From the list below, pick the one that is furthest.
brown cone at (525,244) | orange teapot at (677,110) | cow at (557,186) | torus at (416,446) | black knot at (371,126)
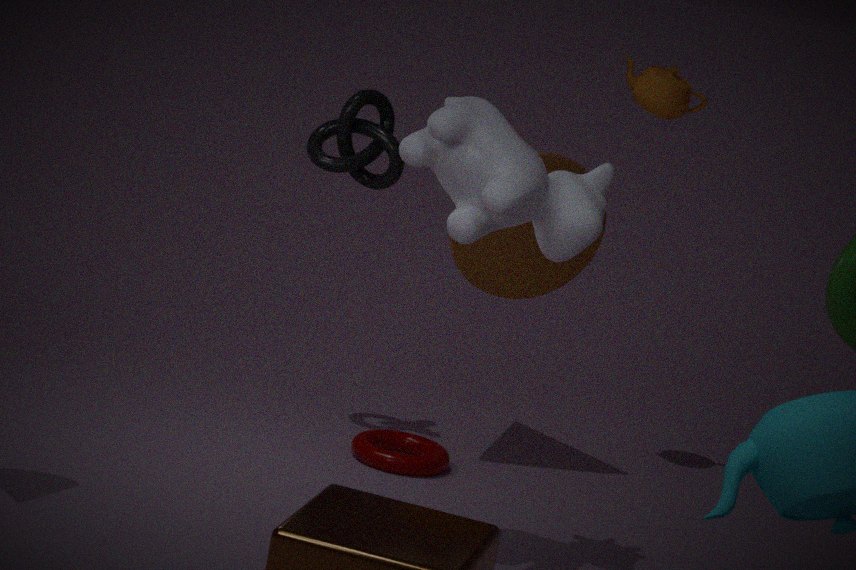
orange teapot at (677,110)
